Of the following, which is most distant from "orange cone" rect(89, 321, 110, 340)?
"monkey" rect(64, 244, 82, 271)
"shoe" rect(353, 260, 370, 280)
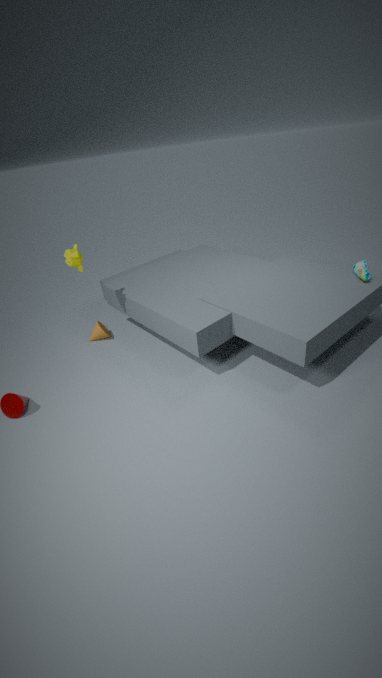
"shoe" rect(353, 260, 370, 280)
